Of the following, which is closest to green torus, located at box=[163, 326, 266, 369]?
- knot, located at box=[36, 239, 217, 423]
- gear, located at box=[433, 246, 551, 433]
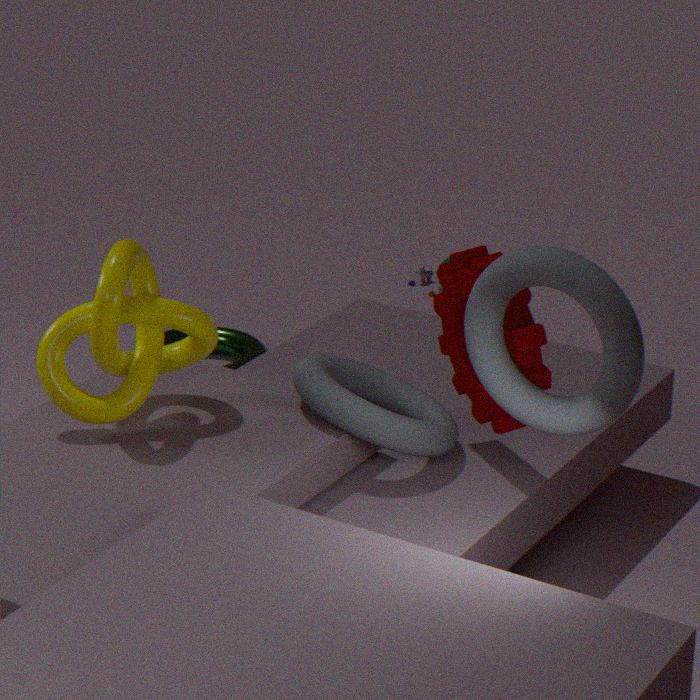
knot, located at box=[36, 239, 217, 423]
